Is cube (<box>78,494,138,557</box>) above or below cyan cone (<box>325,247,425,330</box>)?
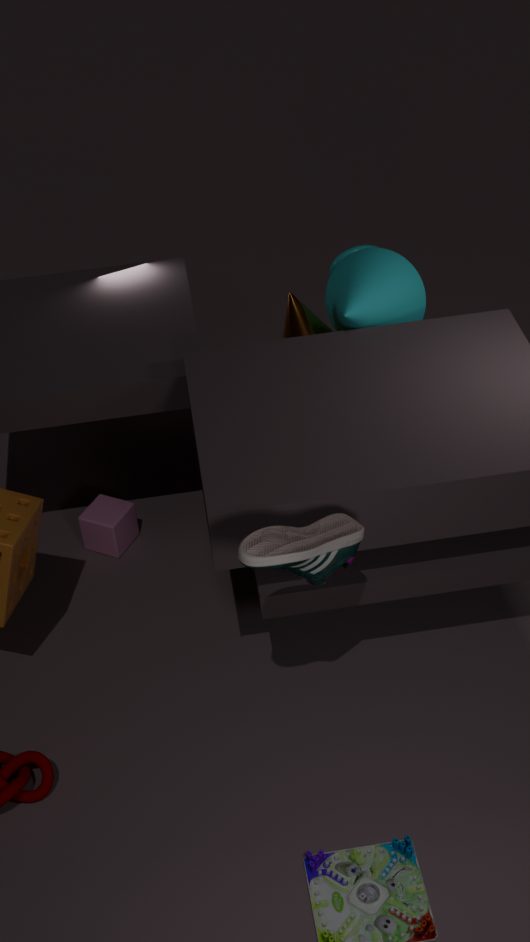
below
